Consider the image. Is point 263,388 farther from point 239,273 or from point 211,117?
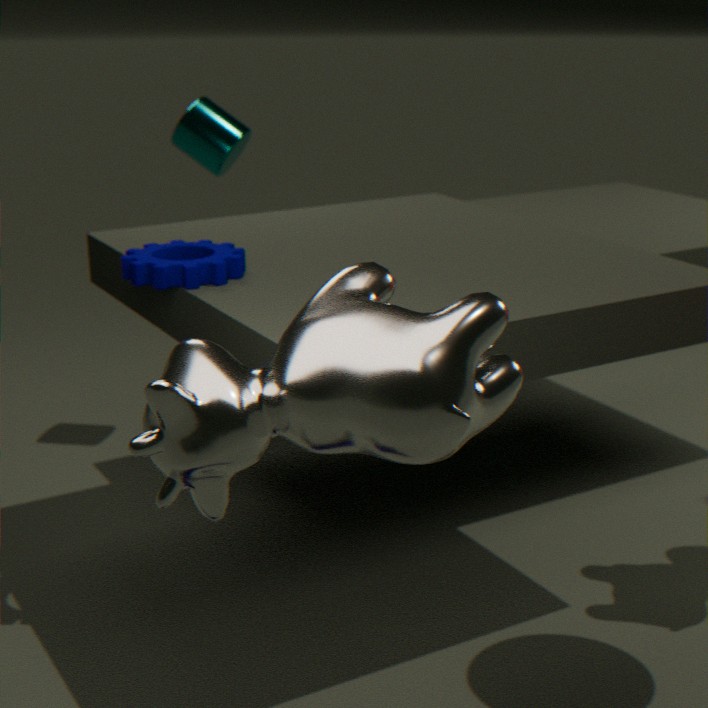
point 211,117
